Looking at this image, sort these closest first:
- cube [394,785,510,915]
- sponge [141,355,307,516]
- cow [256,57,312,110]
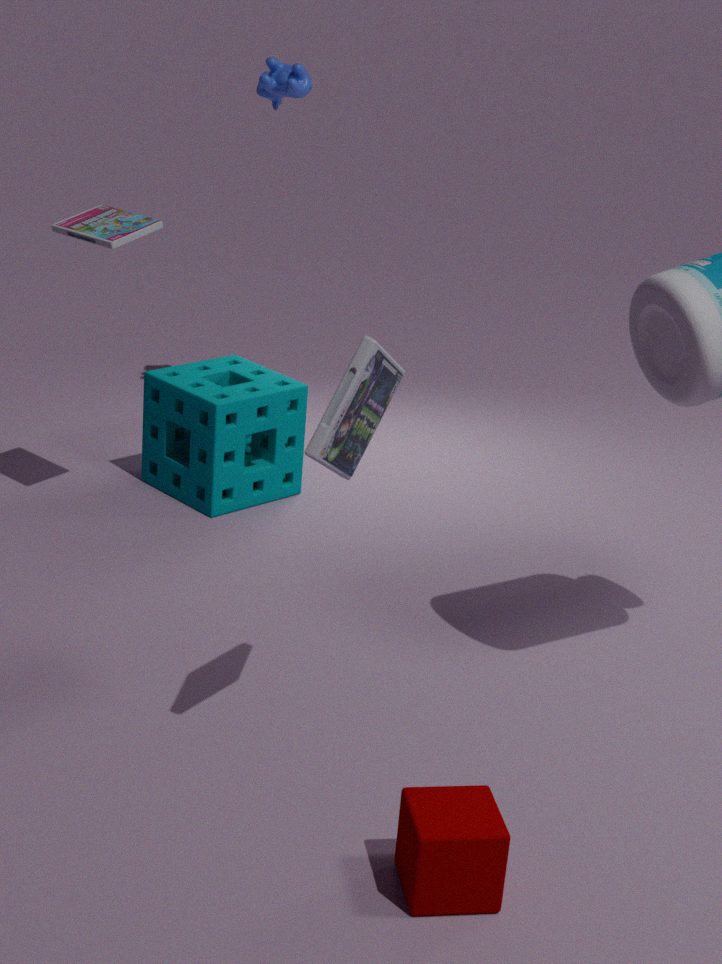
cube [394,785,510,915], sponge [141,355,307,516], cow [256,57,312,110]
